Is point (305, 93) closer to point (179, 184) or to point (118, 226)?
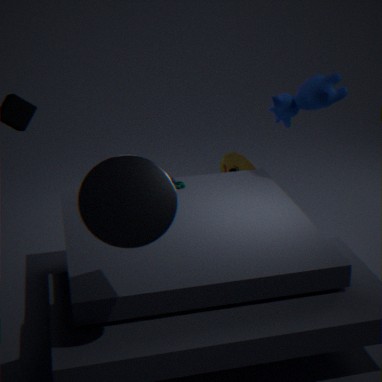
point (179, 184)
